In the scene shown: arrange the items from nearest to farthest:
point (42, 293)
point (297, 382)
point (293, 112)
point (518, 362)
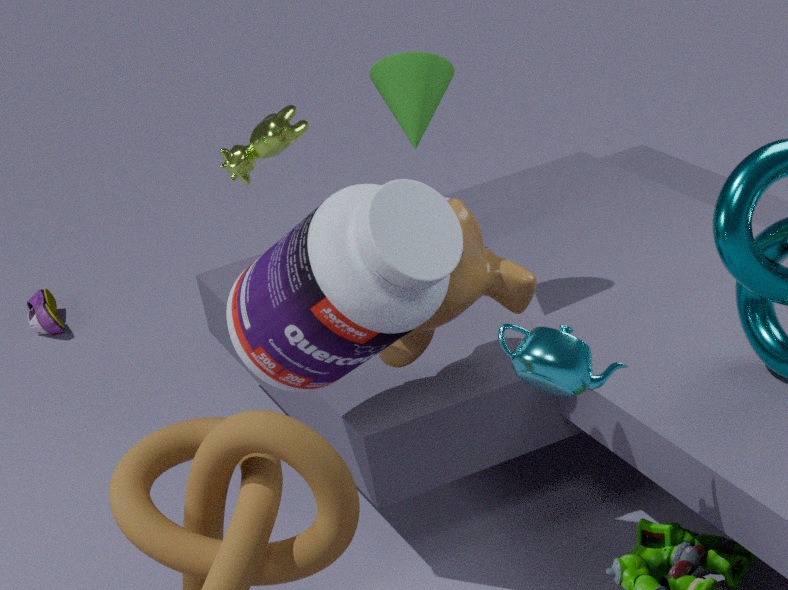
point (518, 362) < point (297, 382) < point (293, 112) < point (42, 293)
